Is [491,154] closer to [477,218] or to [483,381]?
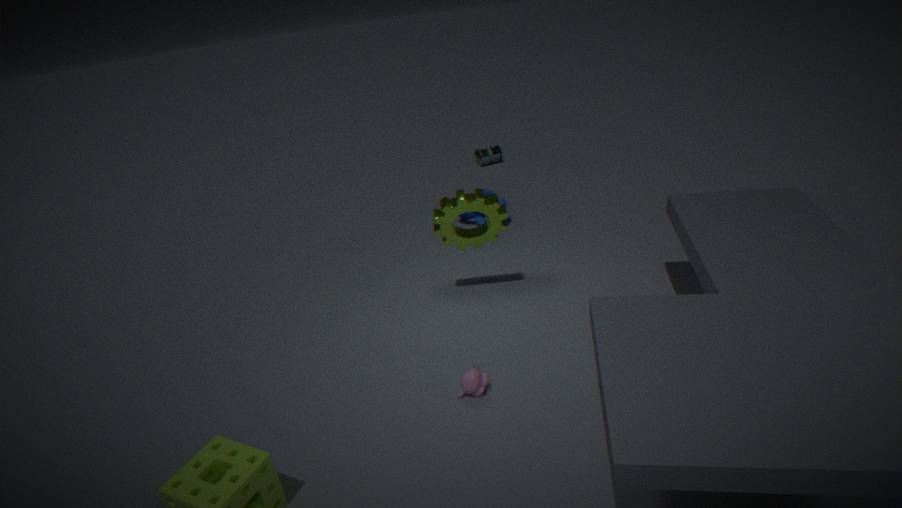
[477,218]
